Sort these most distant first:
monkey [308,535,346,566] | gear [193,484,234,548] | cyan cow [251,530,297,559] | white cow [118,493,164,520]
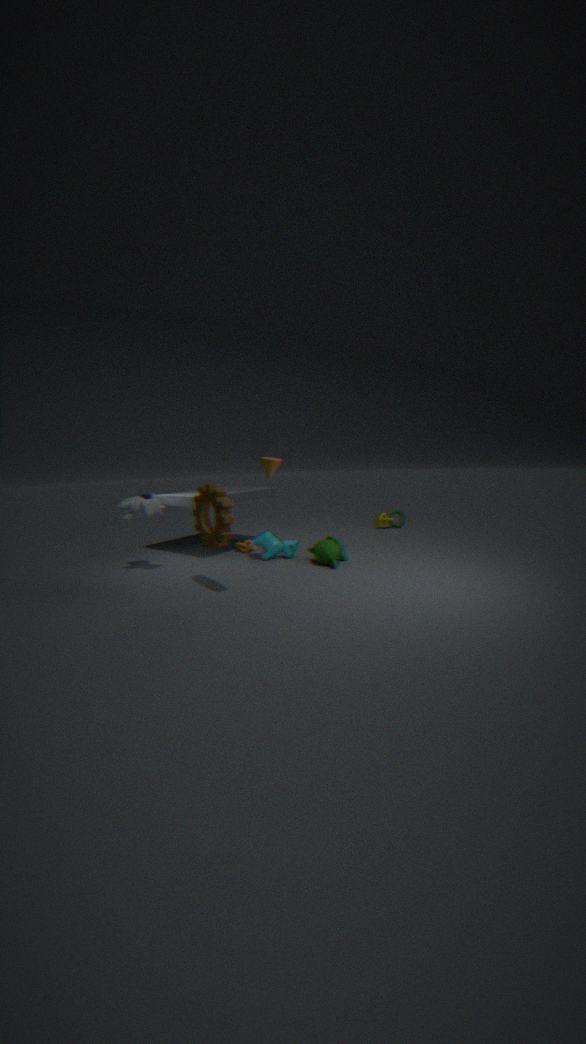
1. cyan cow [251,530,297,559]
2. monkey [308,535,346,566]
3. white cow [118,493,164,520]
4. gear [193,484,234,548]
